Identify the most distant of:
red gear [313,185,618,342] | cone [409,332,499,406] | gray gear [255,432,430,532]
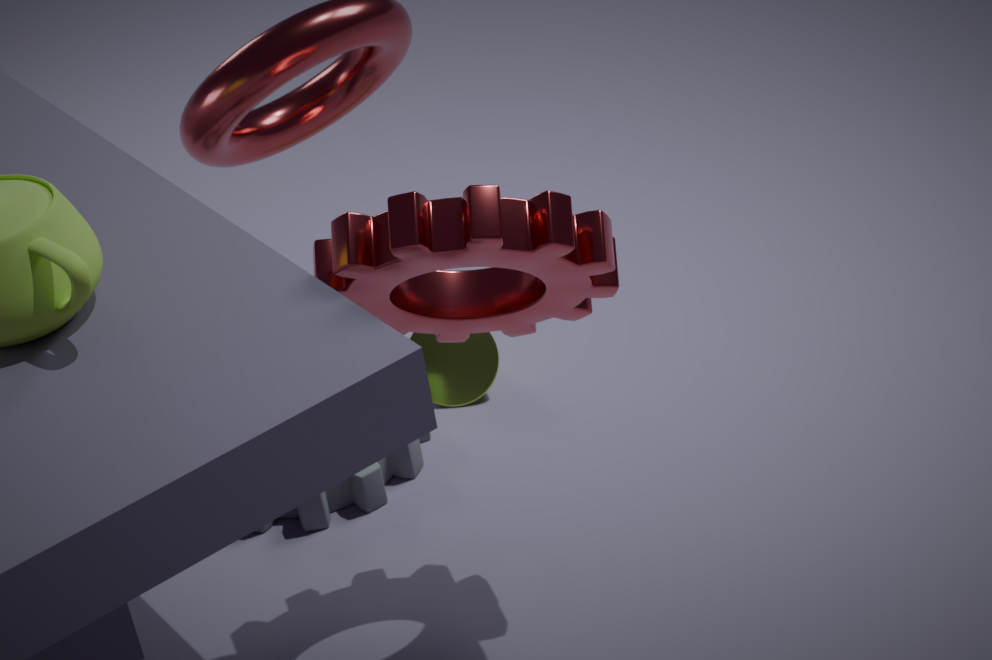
cone [409,332,499,406]
